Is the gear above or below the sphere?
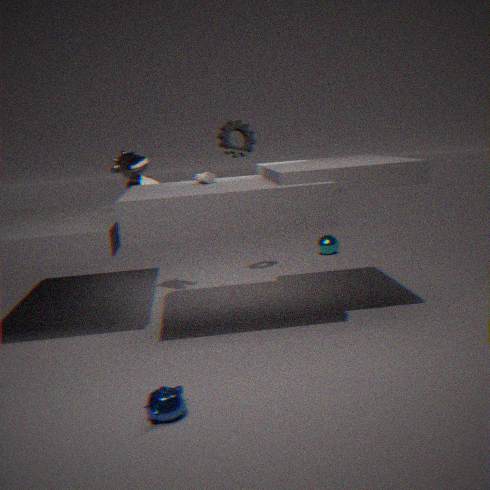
above
